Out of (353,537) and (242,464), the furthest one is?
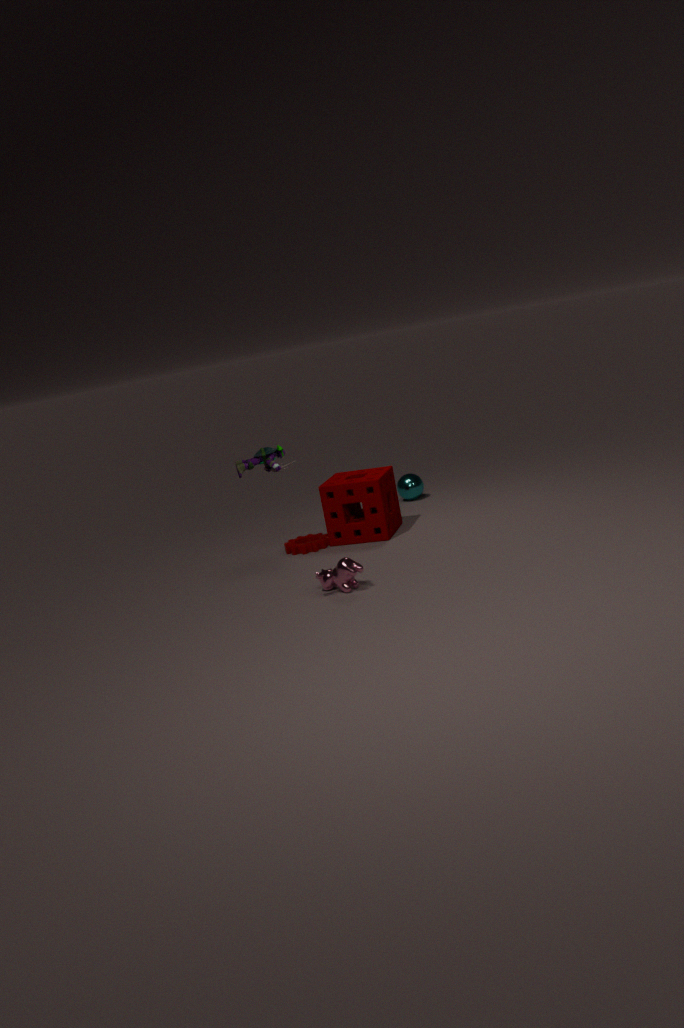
Answer: (353,537)
